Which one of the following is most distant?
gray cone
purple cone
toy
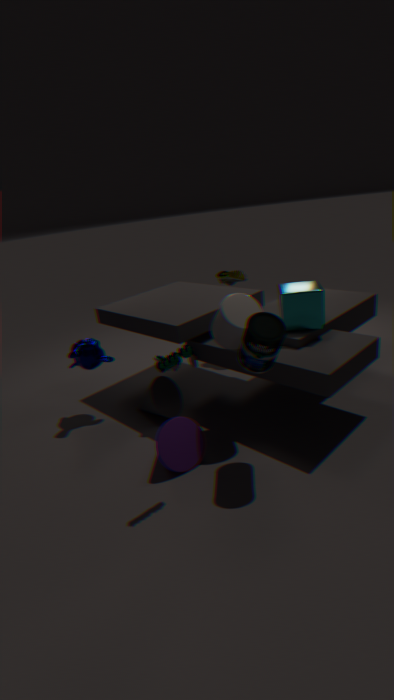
gray cone
